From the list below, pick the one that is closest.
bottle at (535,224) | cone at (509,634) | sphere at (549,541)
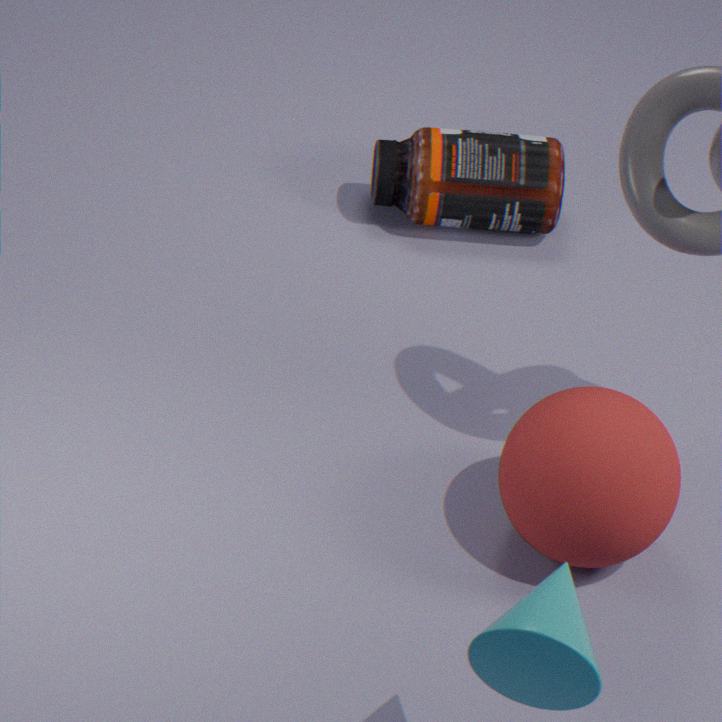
cone at (509,634)
